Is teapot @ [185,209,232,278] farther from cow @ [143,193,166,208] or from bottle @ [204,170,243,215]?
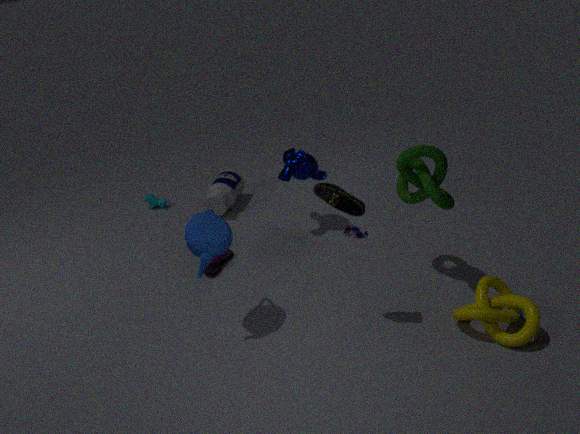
cow @ [143,193,166,208]
